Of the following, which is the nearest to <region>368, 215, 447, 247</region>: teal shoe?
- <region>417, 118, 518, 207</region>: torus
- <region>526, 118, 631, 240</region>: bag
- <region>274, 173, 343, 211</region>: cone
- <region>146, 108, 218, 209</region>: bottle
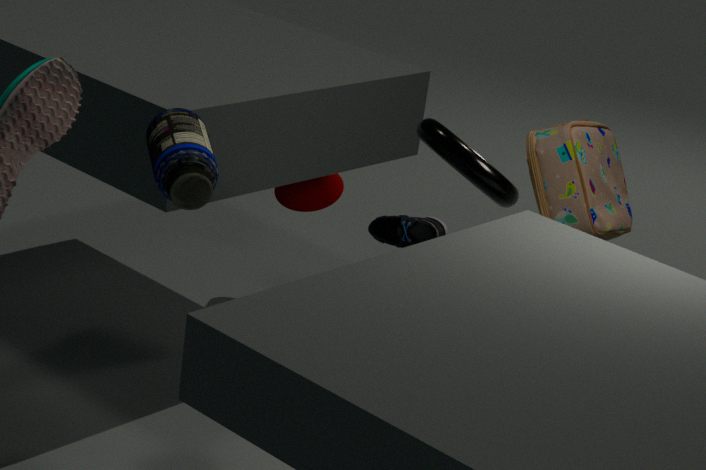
<region>526, 118, 631, 240</region>: bag
